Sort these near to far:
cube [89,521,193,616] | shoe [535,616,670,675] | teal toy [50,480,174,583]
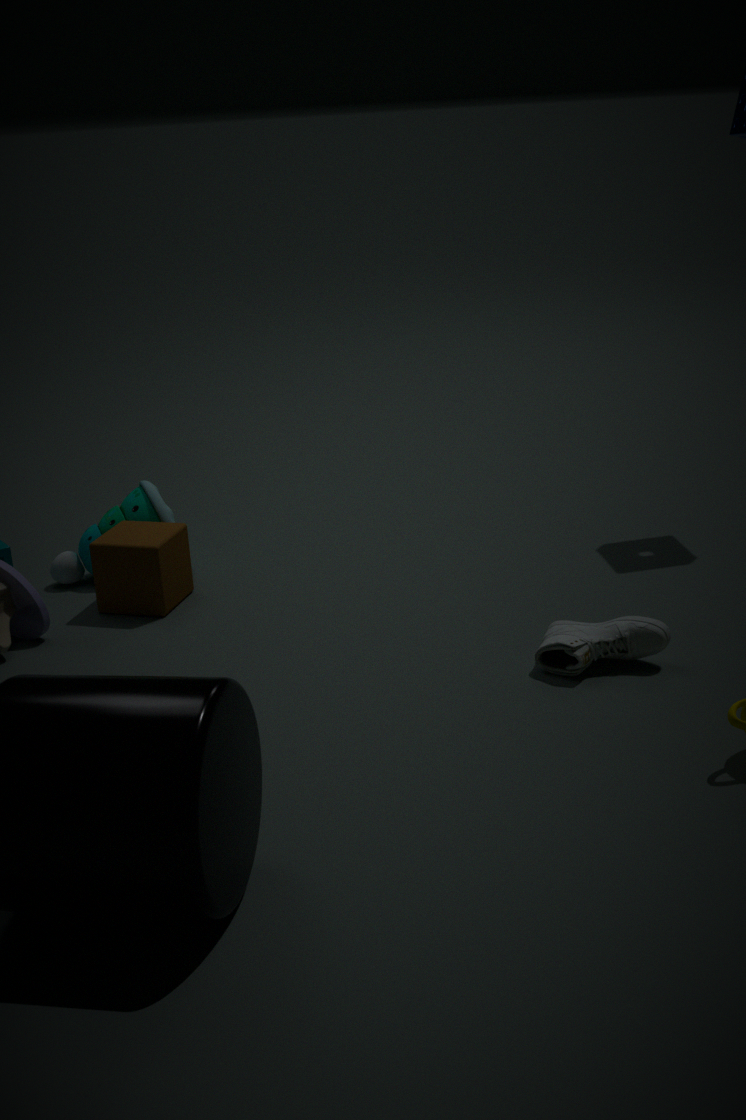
1. shoe [535,616,670,675]
2. cube [89,521,193,616]
3. teal toy [50,480,174,583]
